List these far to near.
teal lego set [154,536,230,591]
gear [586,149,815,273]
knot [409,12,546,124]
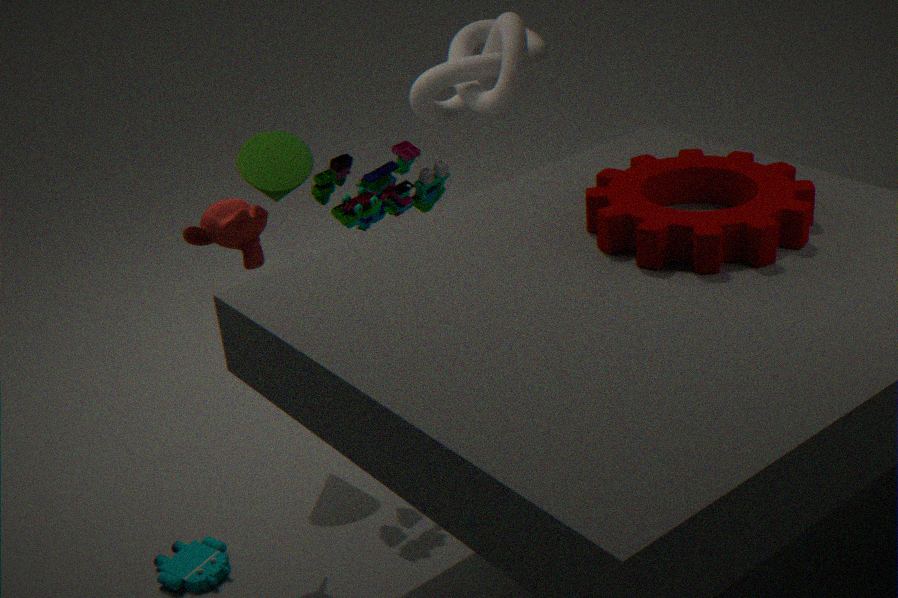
knot [409,12,546,124] < teal lego set [154,536,230,591] < gear [586,149,815,273]
